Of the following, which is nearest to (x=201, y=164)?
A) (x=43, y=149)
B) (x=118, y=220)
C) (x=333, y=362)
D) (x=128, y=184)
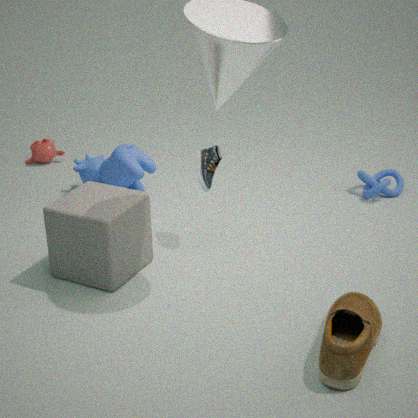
(x=118, y=220)
